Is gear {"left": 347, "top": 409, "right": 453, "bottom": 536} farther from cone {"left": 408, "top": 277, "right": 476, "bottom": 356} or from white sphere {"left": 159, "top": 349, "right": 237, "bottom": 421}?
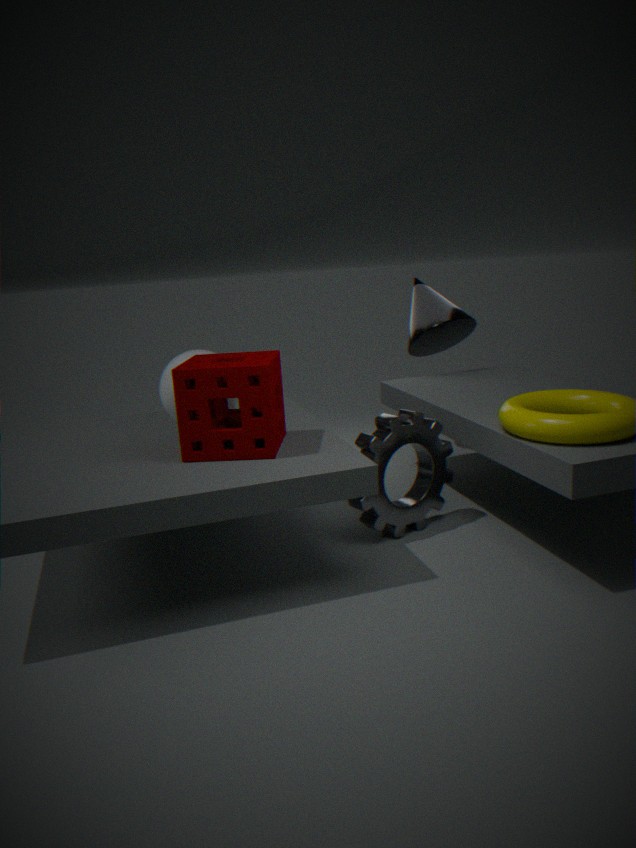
cone {"left": 408, "top": 277, "right": 476, "bottom": 356}
